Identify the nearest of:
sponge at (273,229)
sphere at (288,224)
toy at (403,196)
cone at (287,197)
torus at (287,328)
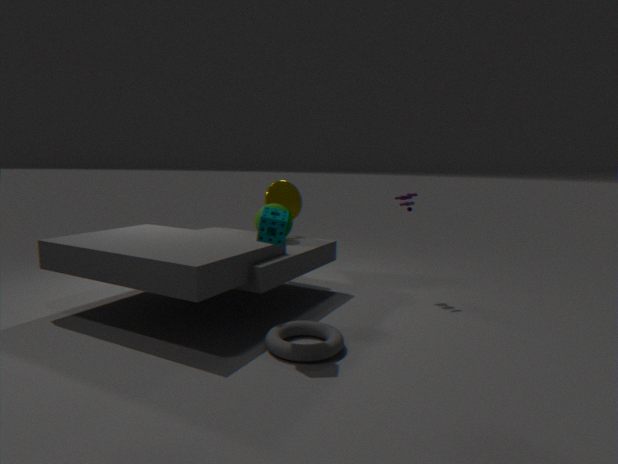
torus at (287,328)
